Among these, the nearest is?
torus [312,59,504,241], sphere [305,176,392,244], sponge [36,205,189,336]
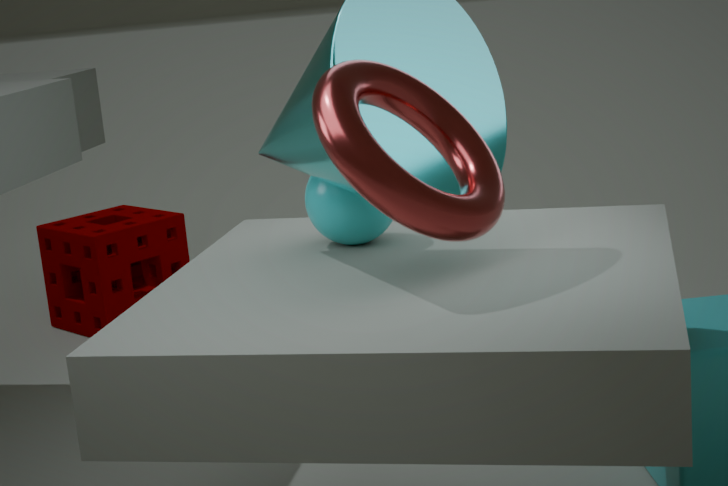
torus [312,59,504,241]
